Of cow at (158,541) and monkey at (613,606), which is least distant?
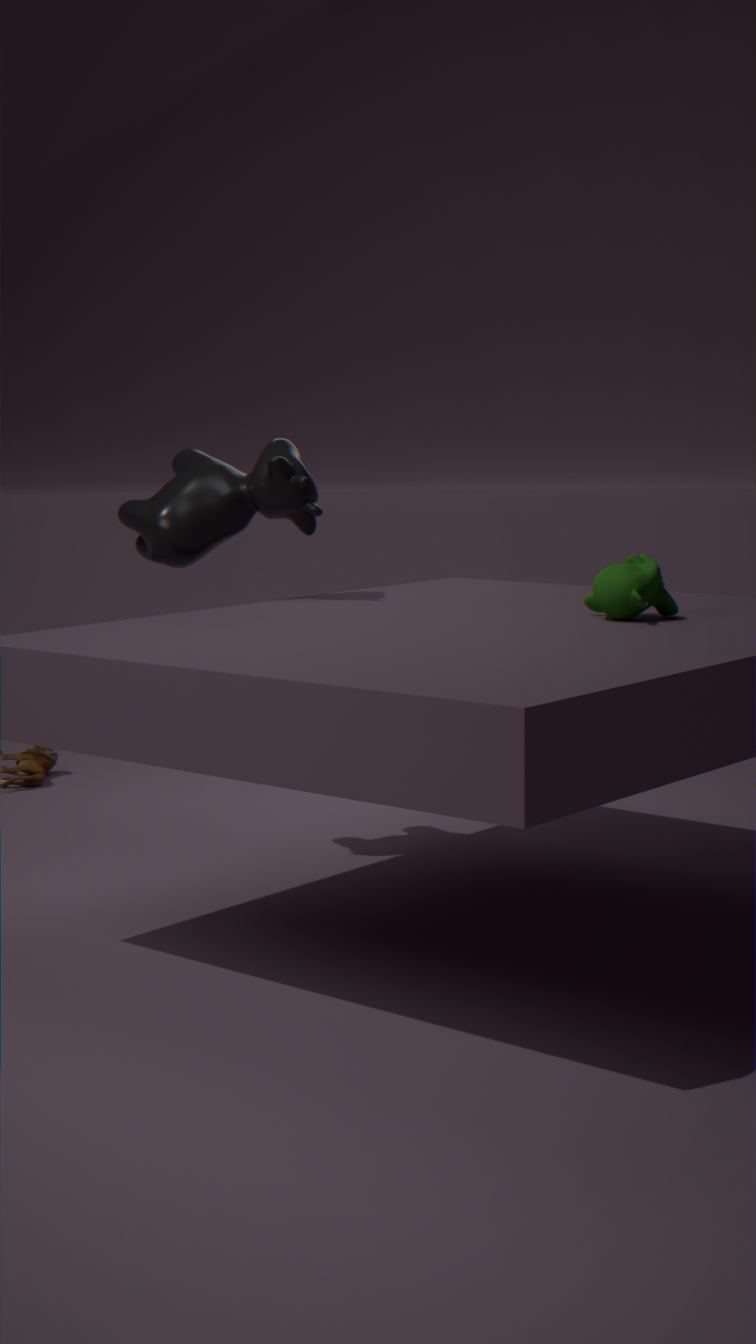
monkey at (613,606)
